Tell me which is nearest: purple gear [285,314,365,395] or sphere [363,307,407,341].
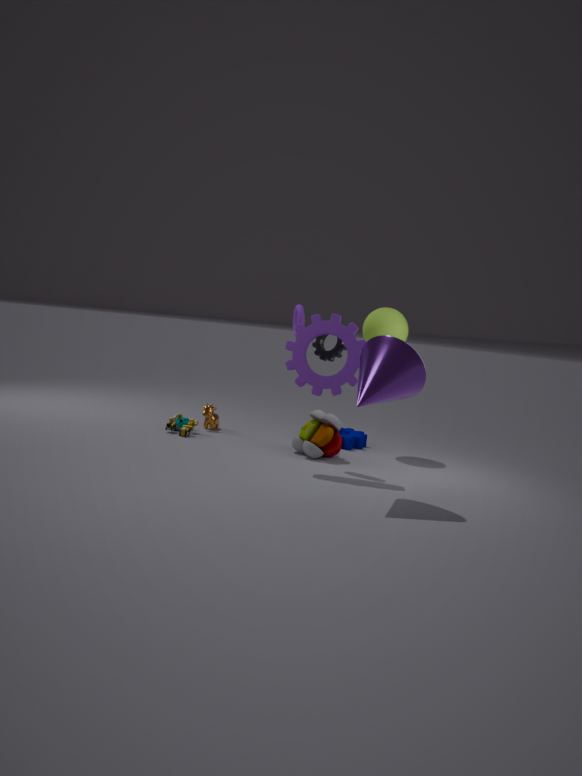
purple gear [285,314,365,395]
